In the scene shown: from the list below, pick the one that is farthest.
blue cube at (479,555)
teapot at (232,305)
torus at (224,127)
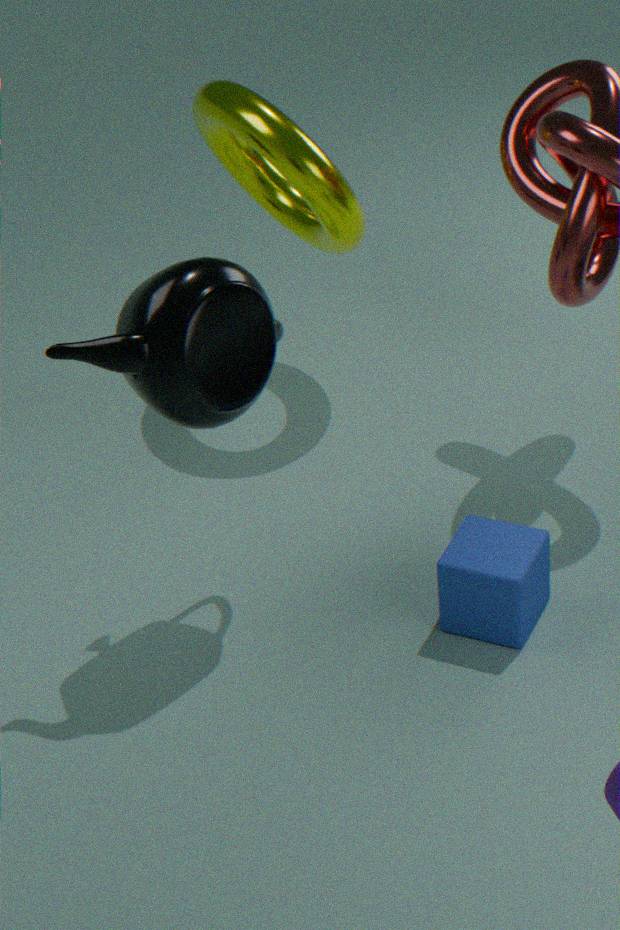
torus at (224,127)
